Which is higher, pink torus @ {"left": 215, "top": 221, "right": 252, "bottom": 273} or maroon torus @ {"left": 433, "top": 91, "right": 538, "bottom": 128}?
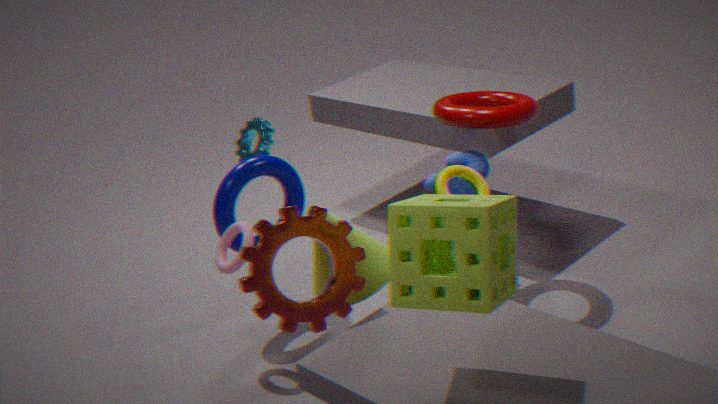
maroon torus @ {"left": 433, "top": 91, "right": 538, "bottom": 128}
